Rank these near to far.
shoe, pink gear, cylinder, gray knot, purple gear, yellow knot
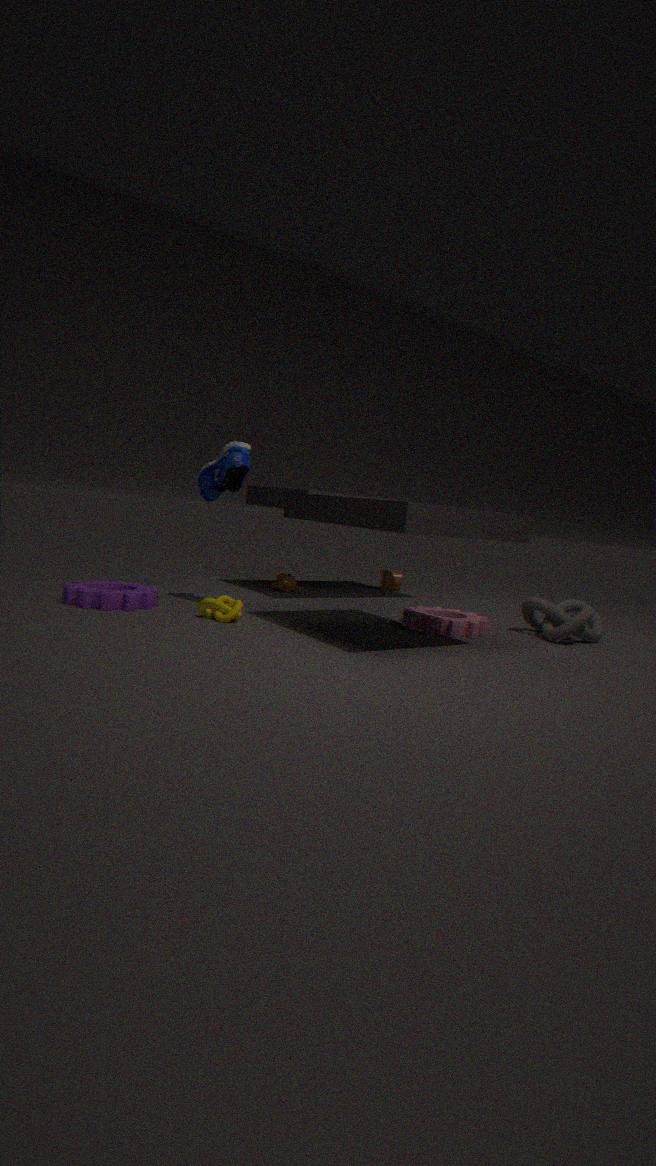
yellow knot, purple gear, shoe, pink gear, gray knot, cylinder
